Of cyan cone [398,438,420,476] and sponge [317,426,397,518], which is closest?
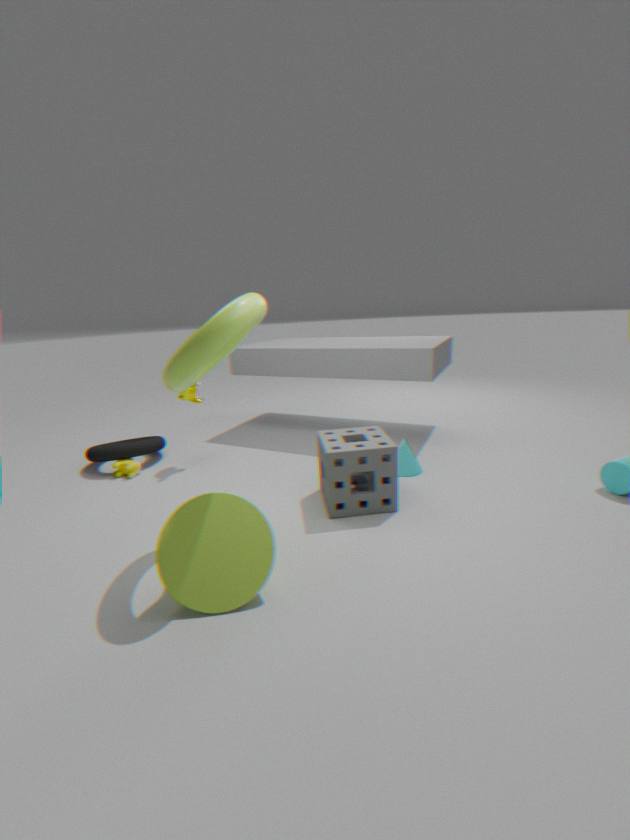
sponge [317,426,397,518]
